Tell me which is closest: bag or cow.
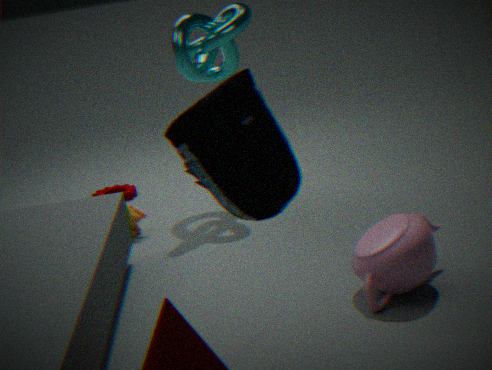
bag
